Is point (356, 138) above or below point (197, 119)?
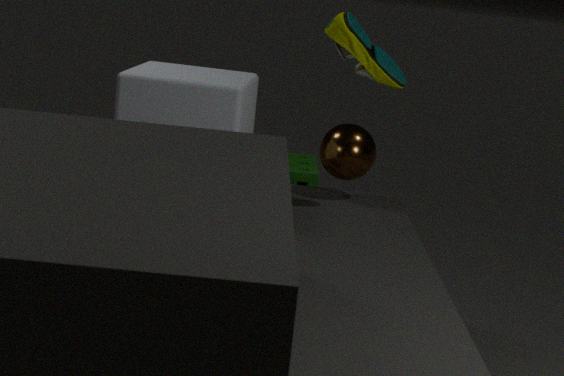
below
